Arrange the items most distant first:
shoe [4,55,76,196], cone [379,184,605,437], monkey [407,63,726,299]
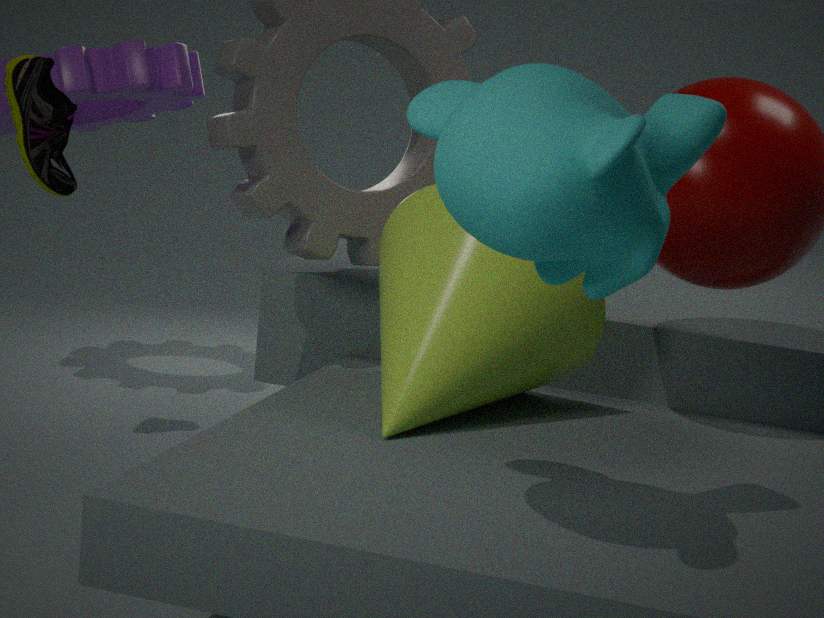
shoe [4,55,76,196]
cone [379,184,605,437]
monkey [407,63,726,299]
